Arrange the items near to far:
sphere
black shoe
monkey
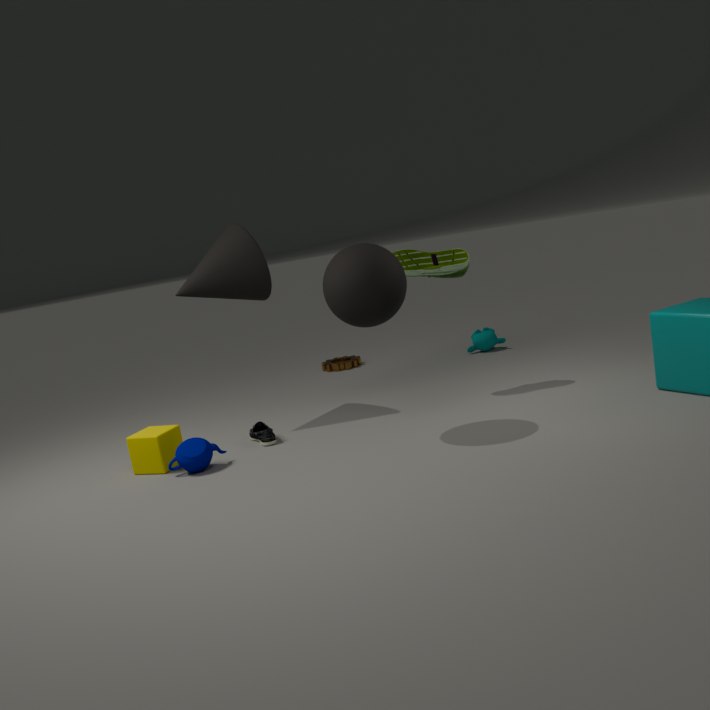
sphere
black shoe
monkey
